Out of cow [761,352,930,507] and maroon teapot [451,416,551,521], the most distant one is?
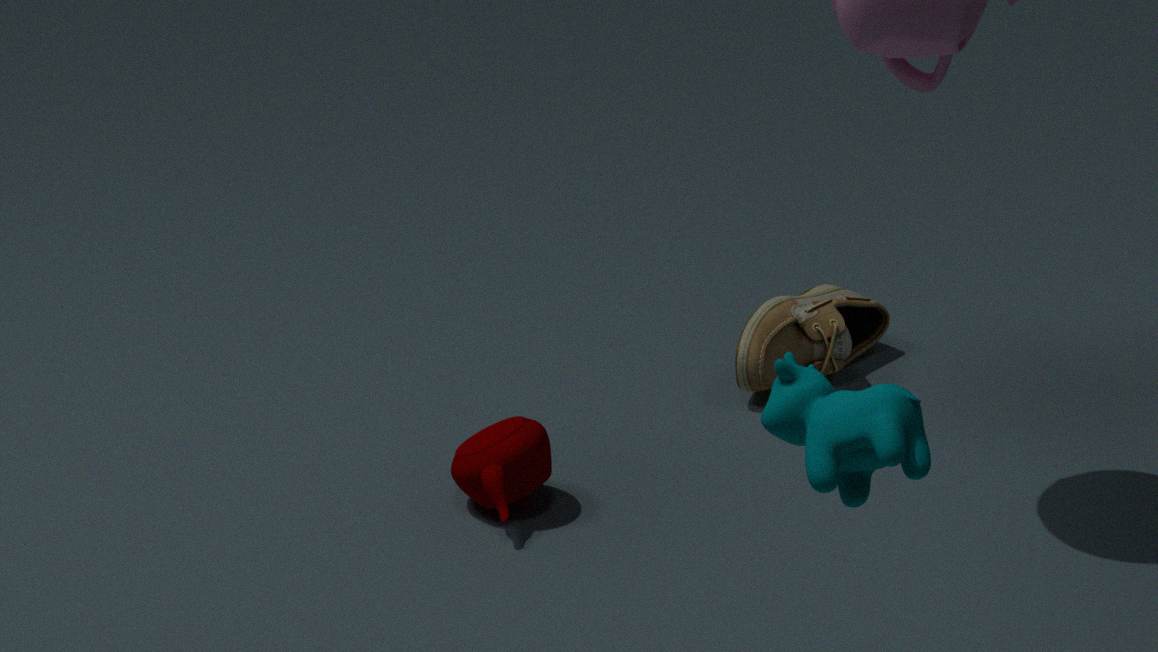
maroon teapot [451,416,551,521]
